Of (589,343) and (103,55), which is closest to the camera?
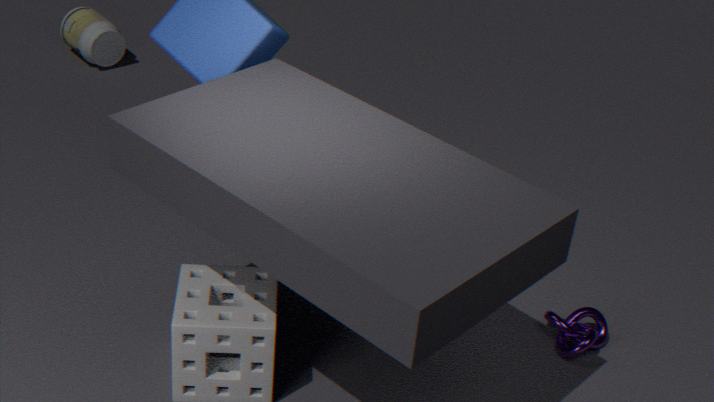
(589,343)
